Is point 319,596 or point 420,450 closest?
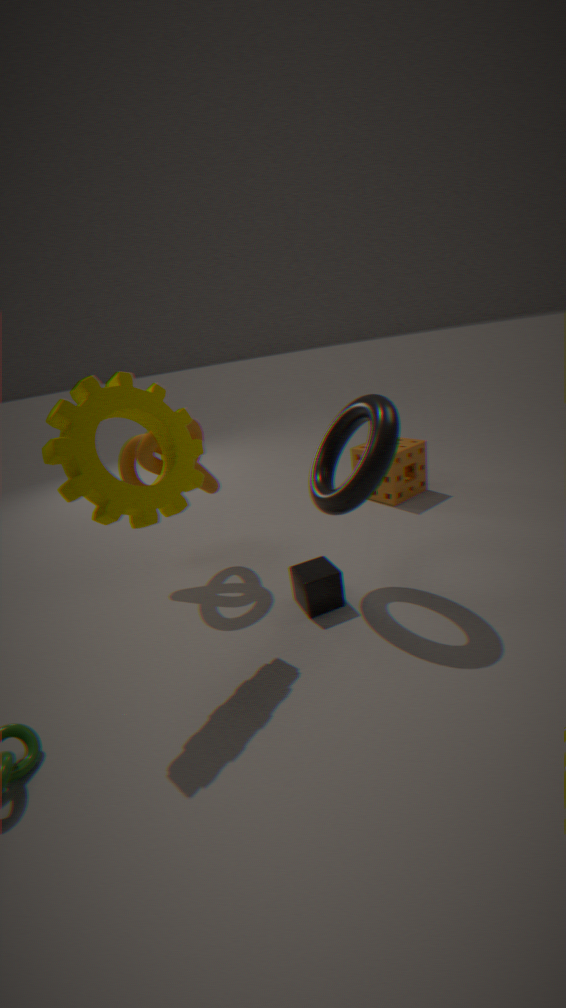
point 319,596
